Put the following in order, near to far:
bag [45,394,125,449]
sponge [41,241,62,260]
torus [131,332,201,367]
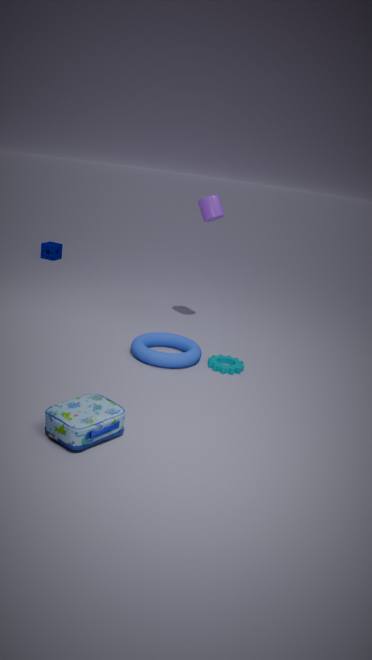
bag [45,394,125,449] → torus [131,332,201,367] → sponge [41,241,62,260]
